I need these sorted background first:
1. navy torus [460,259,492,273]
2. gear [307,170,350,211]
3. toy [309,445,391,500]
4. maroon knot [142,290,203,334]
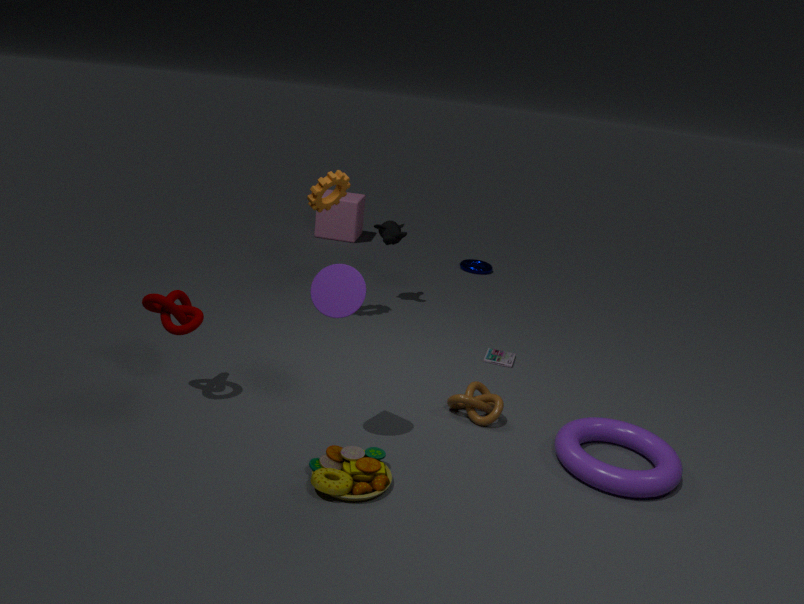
navy torus [460,259,492,273] < gear [307,170,350,211] < maroon knot [142,290,203,334] < toy [309,445,391,500]
